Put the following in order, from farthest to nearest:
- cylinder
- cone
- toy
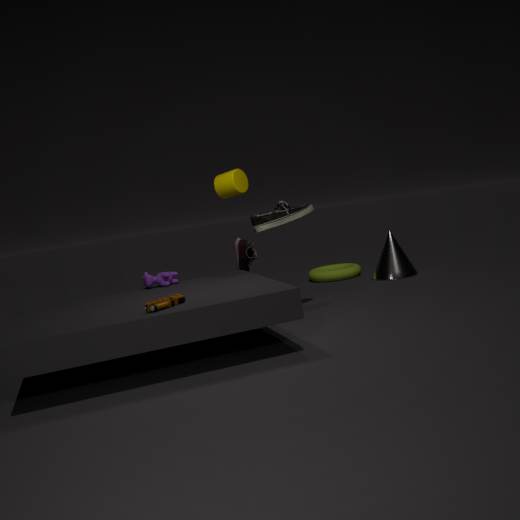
cone → cylinder → toy
